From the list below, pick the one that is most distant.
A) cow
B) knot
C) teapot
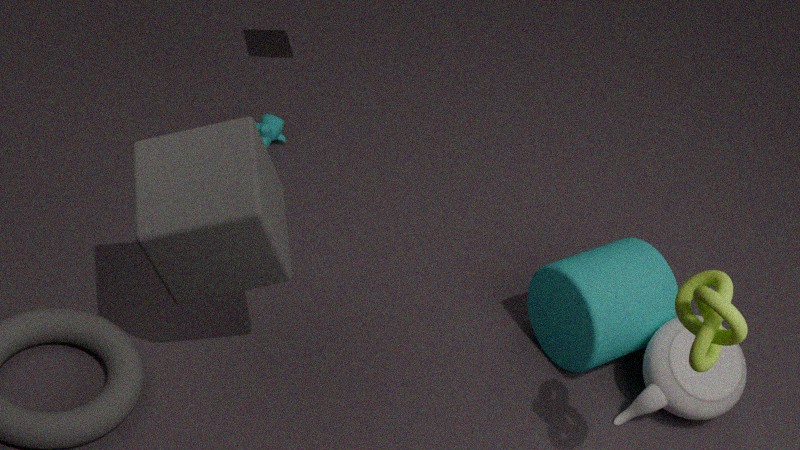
cow
